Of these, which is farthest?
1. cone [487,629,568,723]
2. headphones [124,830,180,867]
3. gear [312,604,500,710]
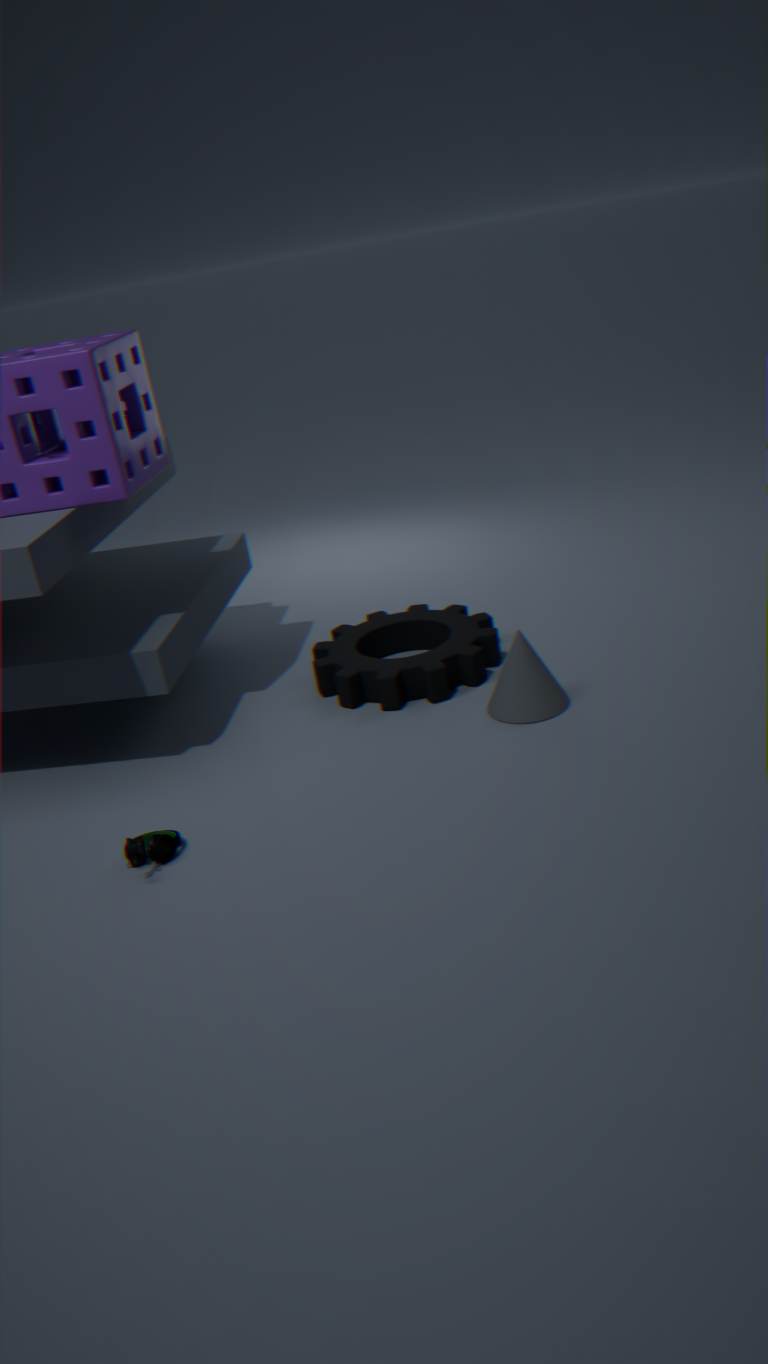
gear [312,604,500,710]
